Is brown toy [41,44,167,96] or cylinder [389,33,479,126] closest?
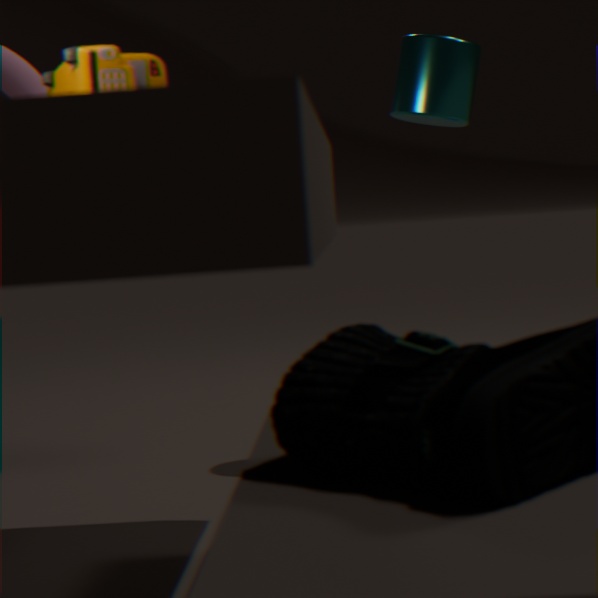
brown toy [41,44,167,96]
